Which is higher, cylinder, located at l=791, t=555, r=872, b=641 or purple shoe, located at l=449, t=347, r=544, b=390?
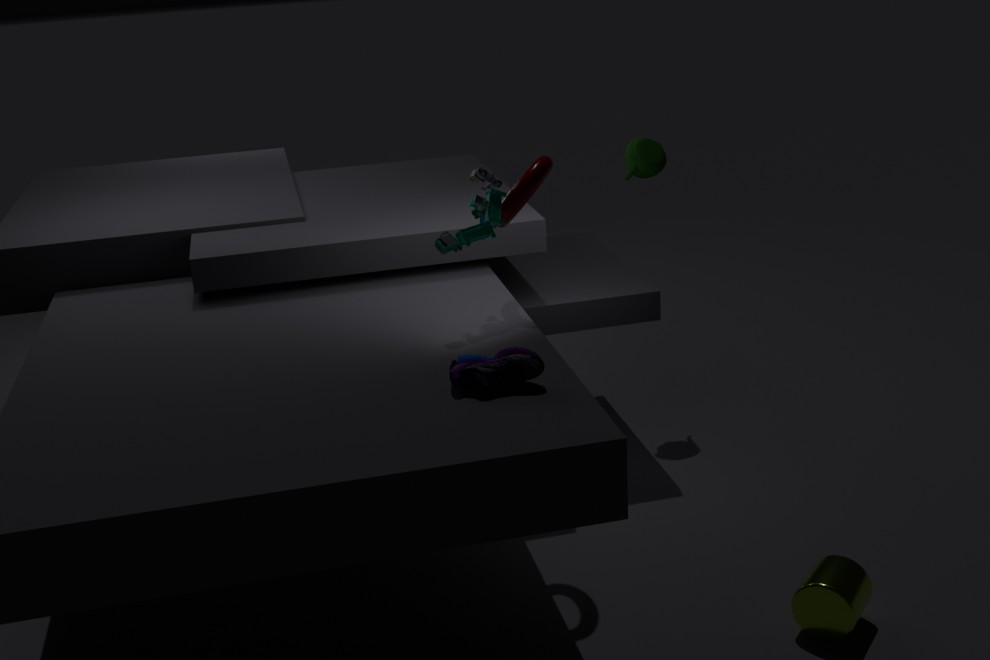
purple shoe, located at l=449, t=347, r=544, b=390
